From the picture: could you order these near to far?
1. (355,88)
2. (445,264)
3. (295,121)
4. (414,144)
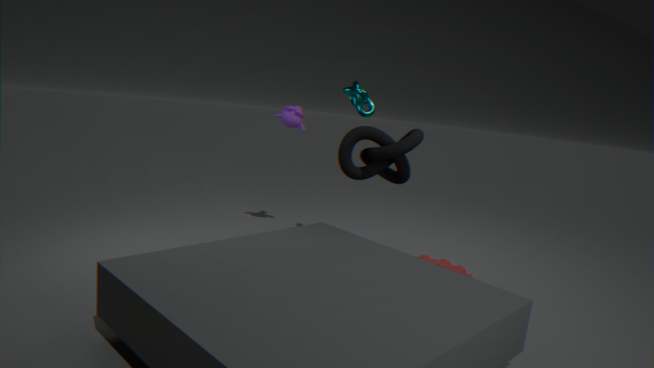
(414,144)
(355,88)
(445,264)
(295,121)
